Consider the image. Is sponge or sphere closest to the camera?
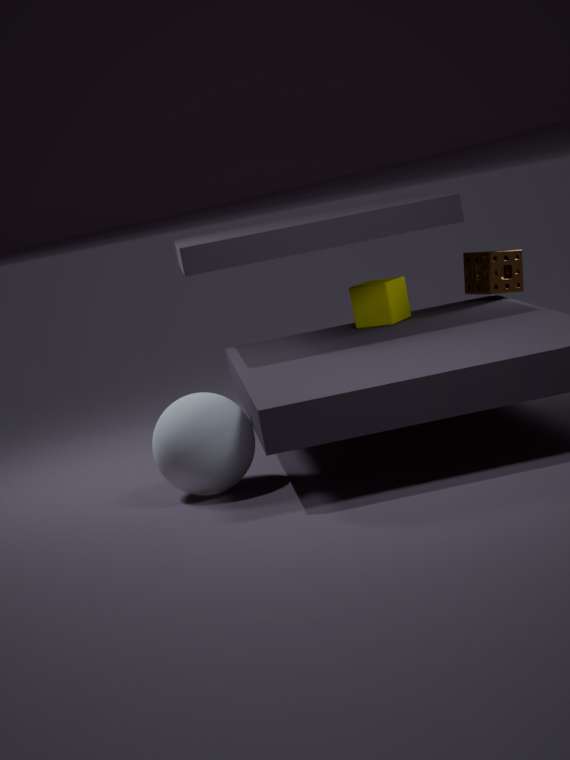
sphere
